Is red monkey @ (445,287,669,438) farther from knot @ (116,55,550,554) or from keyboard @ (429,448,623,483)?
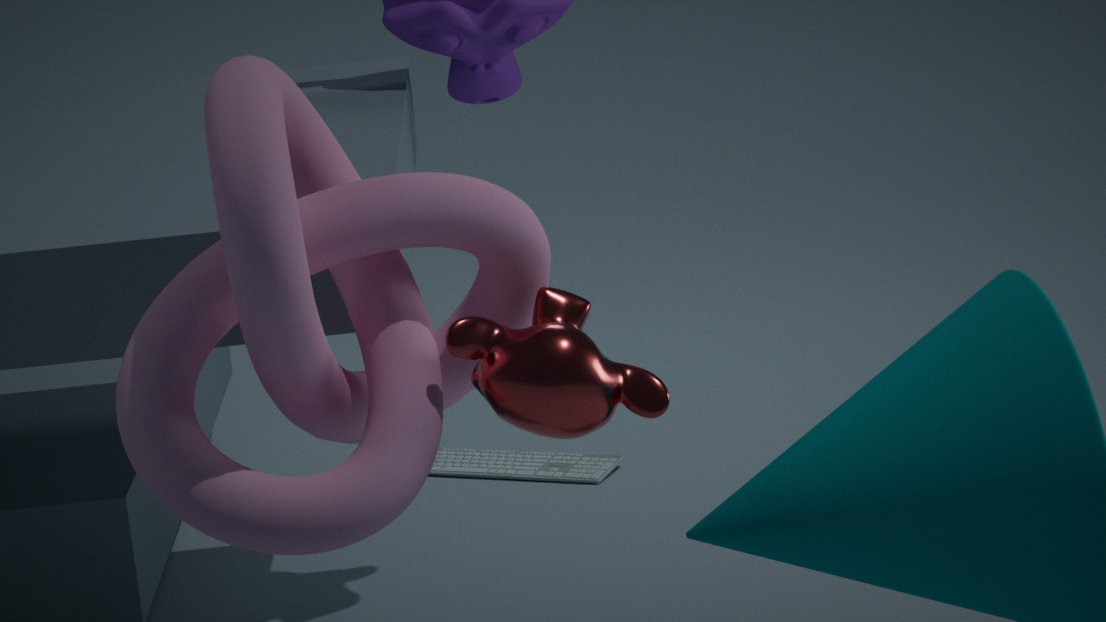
keyboard @ (429,448,623,483)
